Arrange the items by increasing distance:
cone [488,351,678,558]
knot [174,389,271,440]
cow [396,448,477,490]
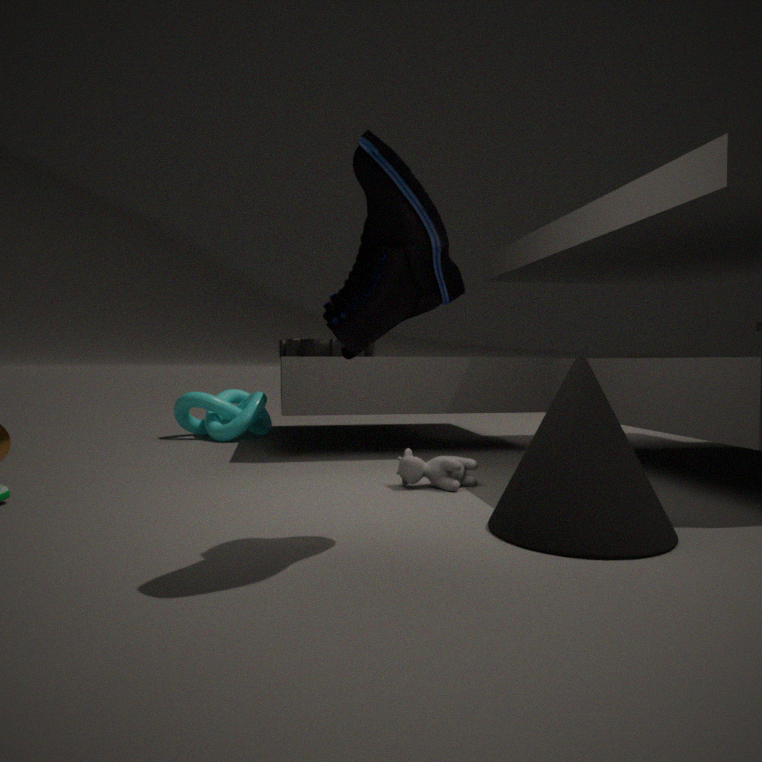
cone [488,351,678,558]
cow [396,448,477,490]
knot [174,389,271,440]
